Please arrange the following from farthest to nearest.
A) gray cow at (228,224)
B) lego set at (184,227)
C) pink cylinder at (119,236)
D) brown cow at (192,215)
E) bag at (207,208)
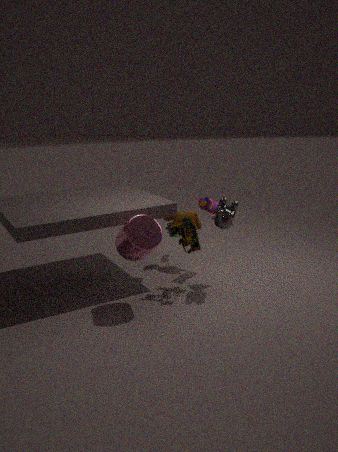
brown cow at (192,215), bag at (207,208), lego set at (184,227), gray cow at (228,224), pink cylinder at (119,236)
